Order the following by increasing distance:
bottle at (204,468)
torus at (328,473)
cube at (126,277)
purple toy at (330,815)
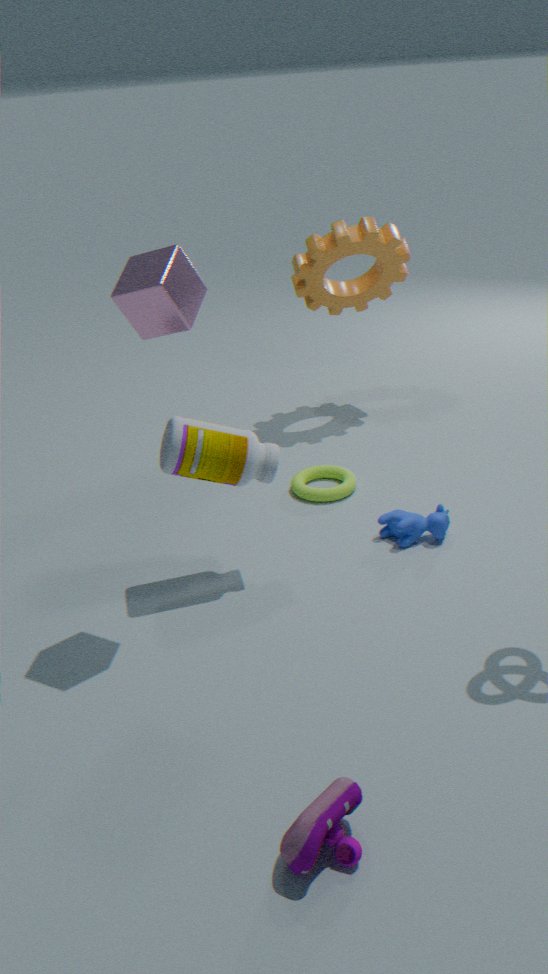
purple toy at (330,815)
cube at (126,277)
bottle at (204,468)
torus at (328,473)
